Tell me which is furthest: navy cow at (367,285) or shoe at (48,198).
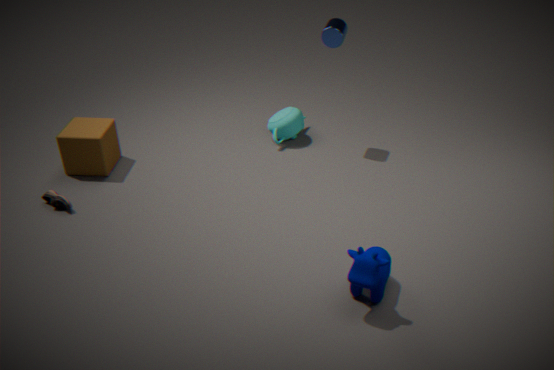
shoe at (48,198)
